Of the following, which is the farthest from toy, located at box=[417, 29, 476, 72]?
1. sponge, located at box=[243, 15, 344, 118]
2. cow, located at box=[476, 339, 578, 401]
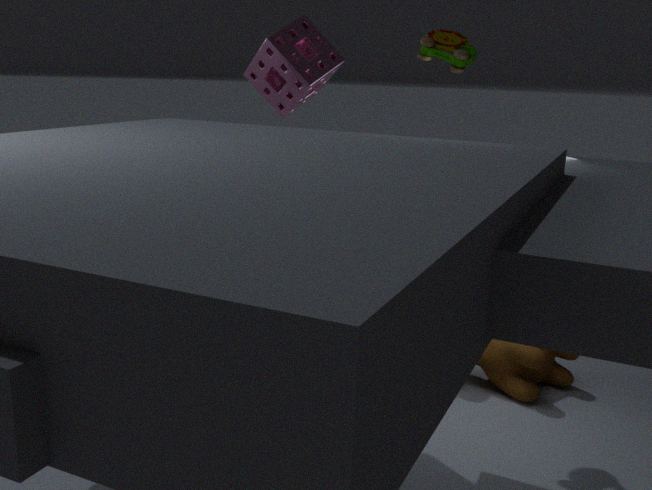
cow, located at box=[476, 339, 578, 401]
